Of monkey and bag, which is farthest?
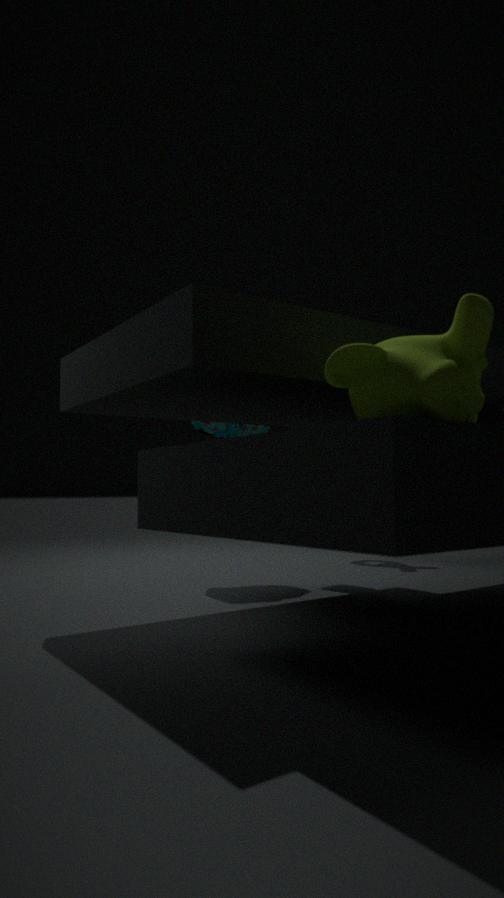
bag
